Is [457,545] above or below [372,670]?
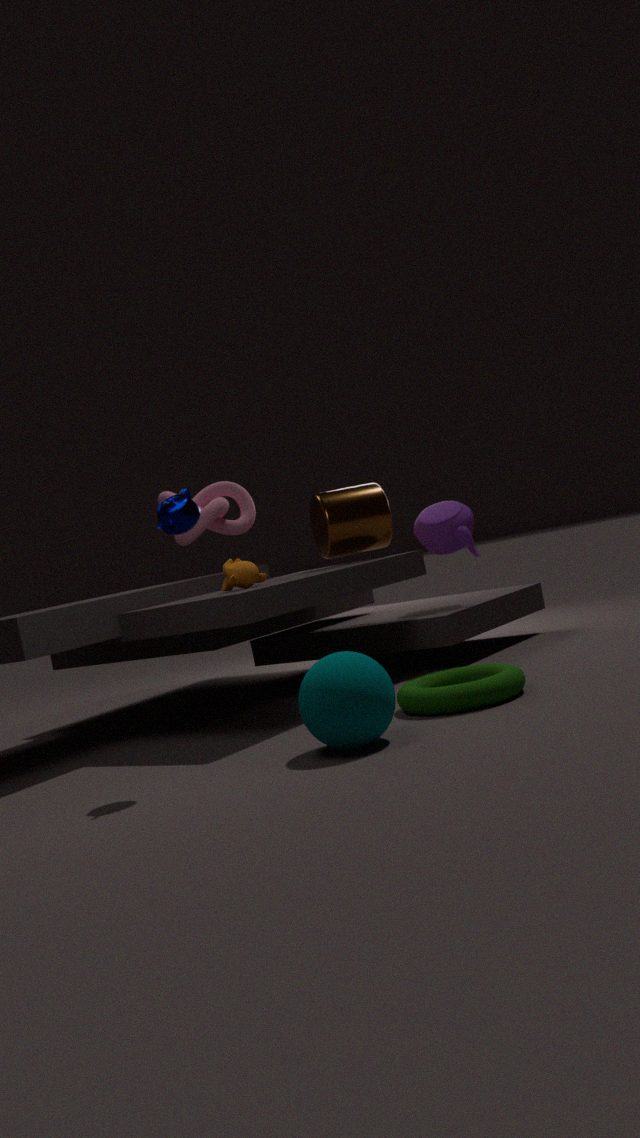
above
